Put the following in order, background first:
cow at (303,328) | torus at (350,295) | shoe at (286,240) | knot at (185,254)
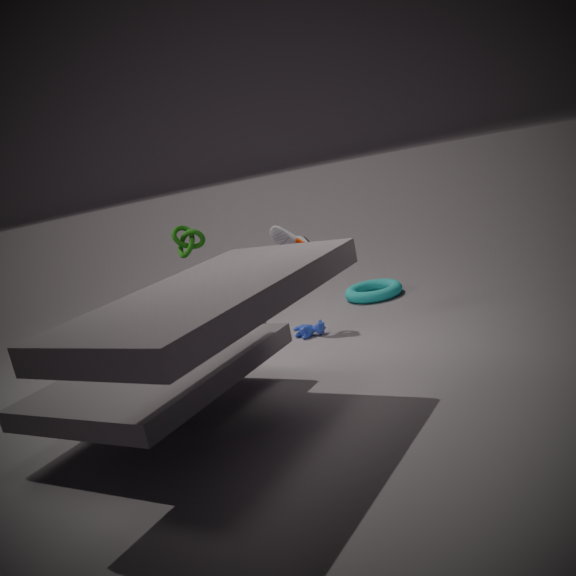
1. torus at (350,295)
2. cow at (303,328)
3. shoe at (286,240)
4. knot at (185,254)
